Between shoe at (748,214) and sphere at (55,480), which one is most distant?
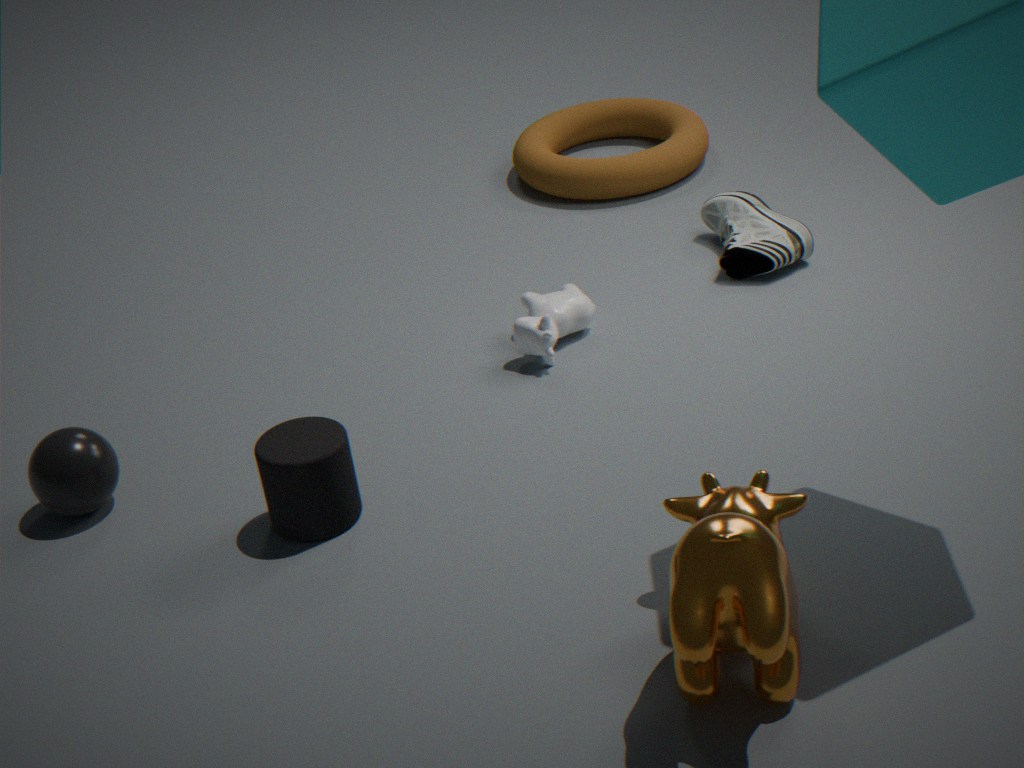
shoe at (748,214)
